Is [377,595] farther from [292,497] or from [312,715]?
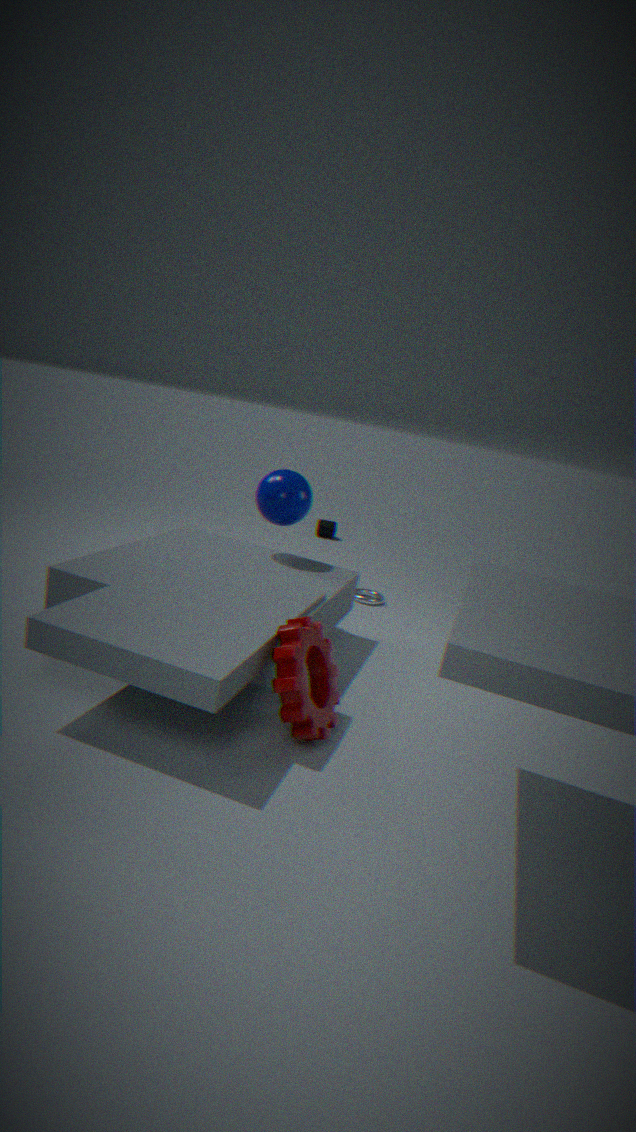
[312,715]
